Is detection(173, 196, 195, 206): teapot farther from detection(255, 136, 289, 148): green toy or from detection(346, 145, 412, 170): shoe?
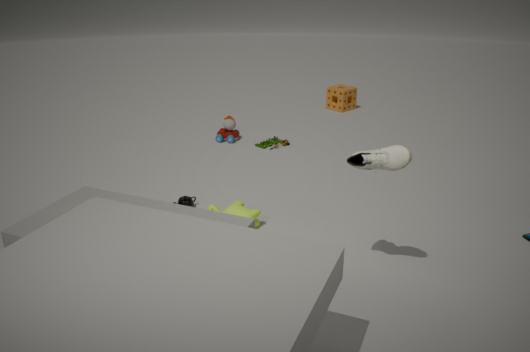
detection(346, 145, 412, 170): shoe
